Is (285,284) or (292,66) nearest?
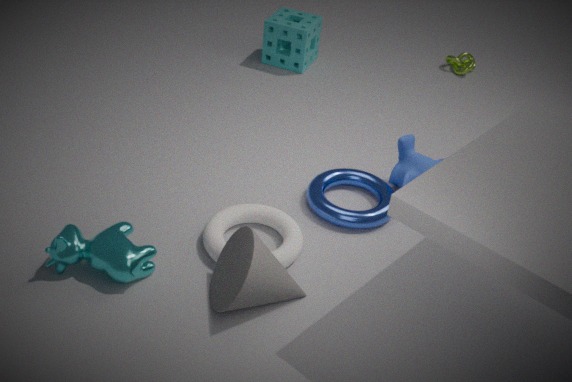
(285,284)
